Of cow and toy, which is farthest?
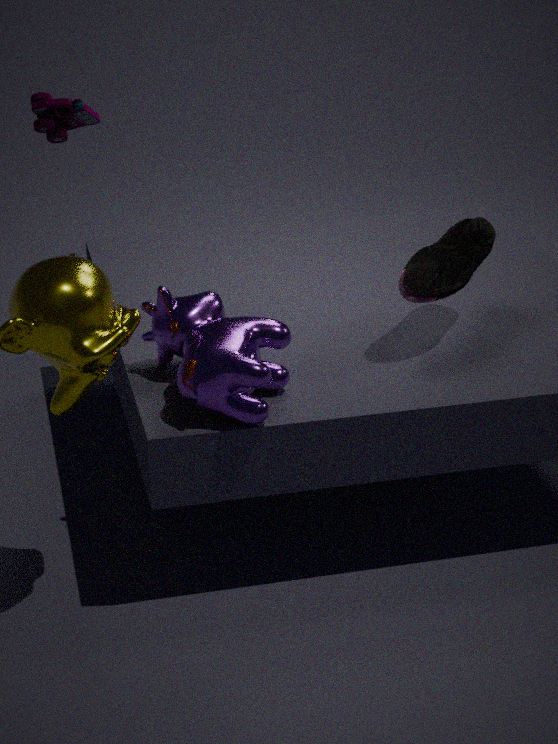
toy
